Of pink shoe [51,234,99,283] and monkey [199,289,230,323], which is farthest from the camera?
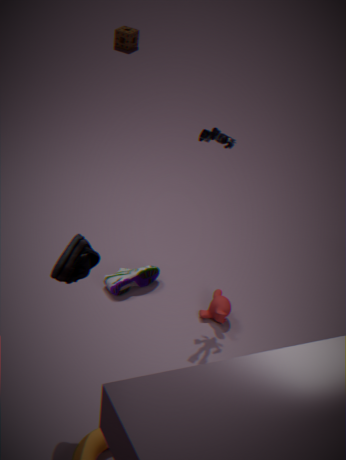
monkey [199,289,230,323]
